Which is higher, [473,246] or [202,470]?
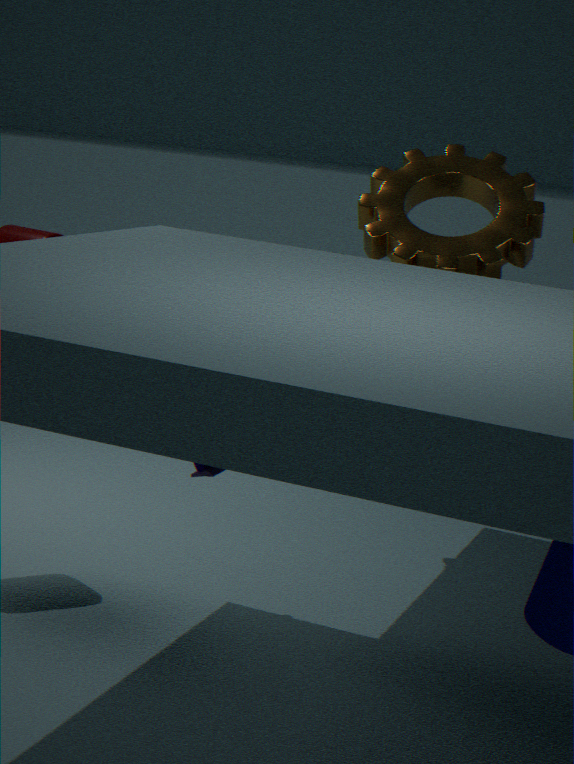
[473,246]
